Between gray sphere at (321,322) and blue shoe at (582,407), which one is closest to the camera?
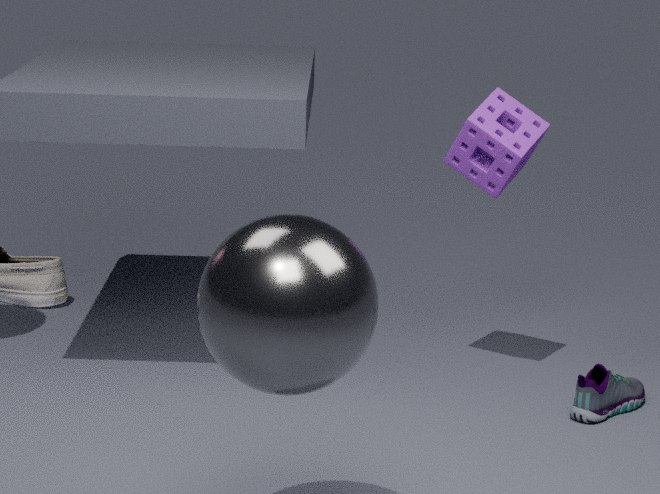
gray sphere at (321,322)
